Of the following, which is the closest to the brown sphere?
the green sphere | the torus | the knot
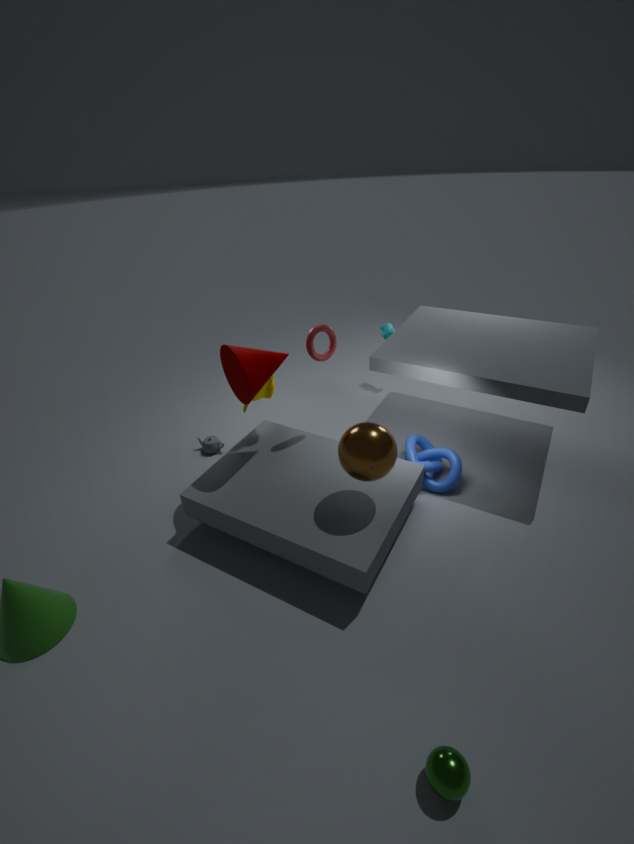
the knot
